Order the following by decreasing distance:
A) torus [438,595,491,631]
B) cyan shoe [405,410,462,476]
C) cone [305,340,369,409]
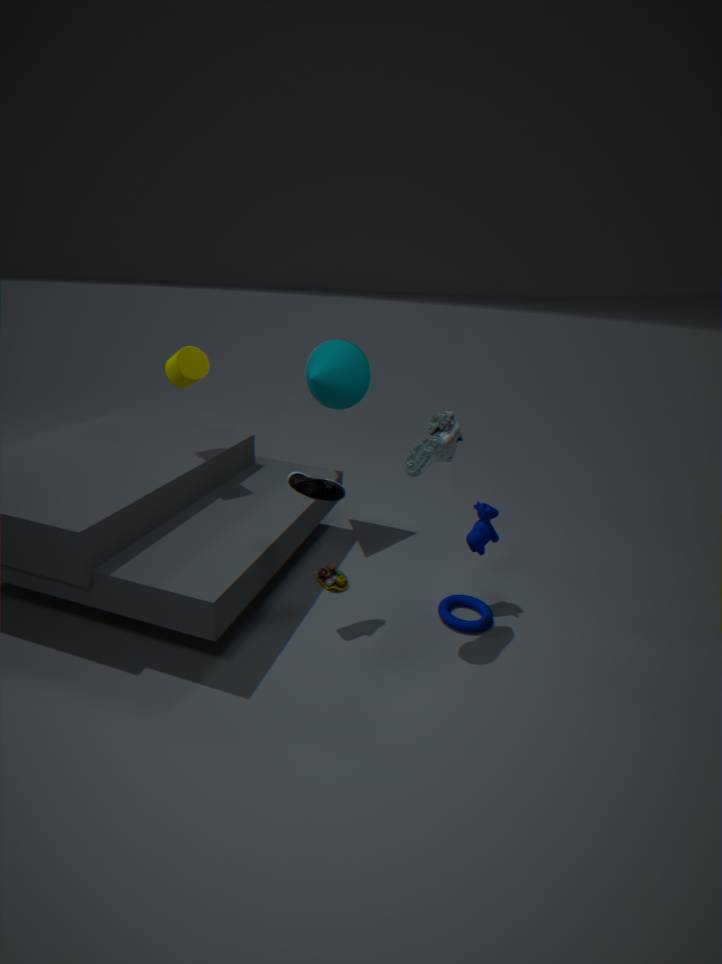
cone [305,340,369,409] < torus [438,595,491,631] < cyan shoe [405,410,462,476]
